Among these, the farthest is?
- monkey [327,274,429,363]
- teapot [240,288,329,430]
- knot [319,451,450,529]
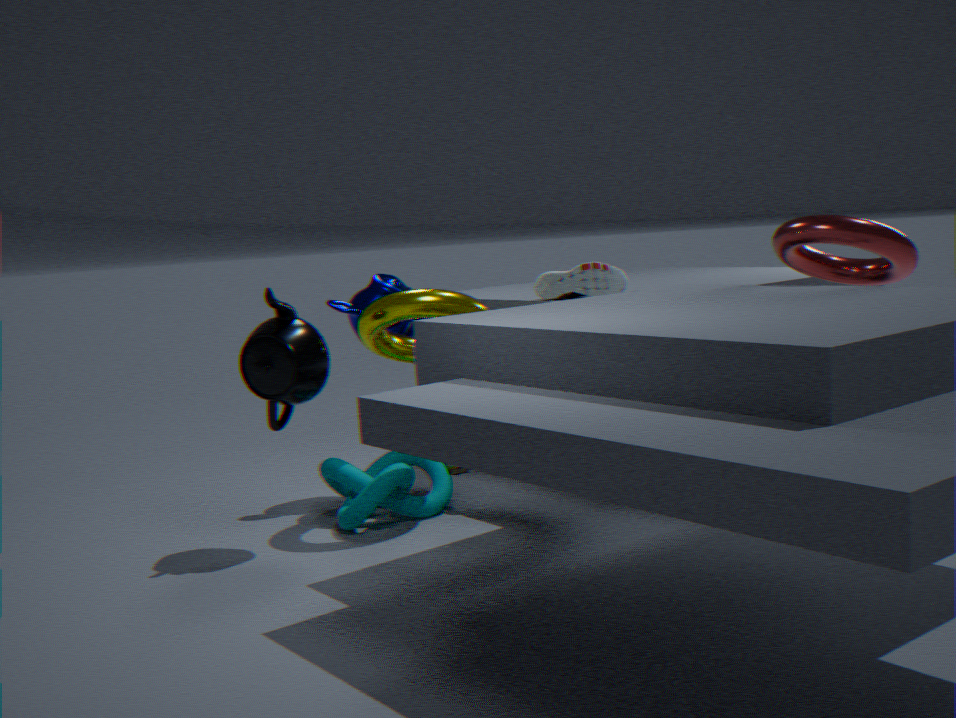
monkey [327,274,429,363]
